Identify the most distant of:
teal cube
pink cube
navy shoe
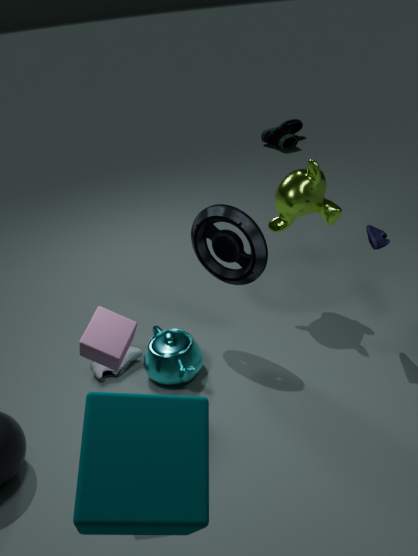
navy shoe
